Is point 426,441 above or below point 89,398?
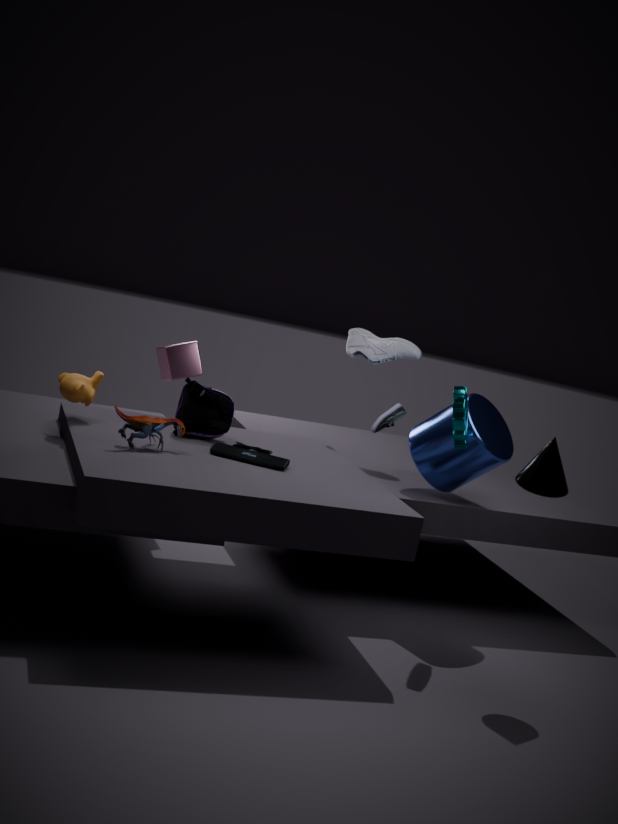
above
